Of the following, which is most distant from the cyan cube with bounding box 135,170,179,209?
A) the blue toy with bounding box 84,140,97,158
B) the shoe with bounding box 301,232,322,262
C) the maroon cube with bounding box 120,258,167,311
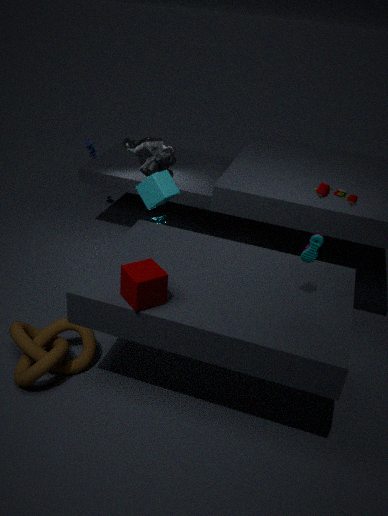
the blue toy with bounding box 84,140,97,158
